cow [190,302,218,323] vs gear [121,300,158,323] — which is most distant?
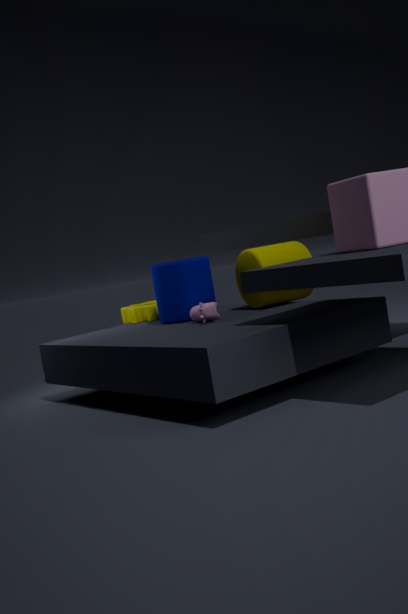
gear [121,300,158,323]
